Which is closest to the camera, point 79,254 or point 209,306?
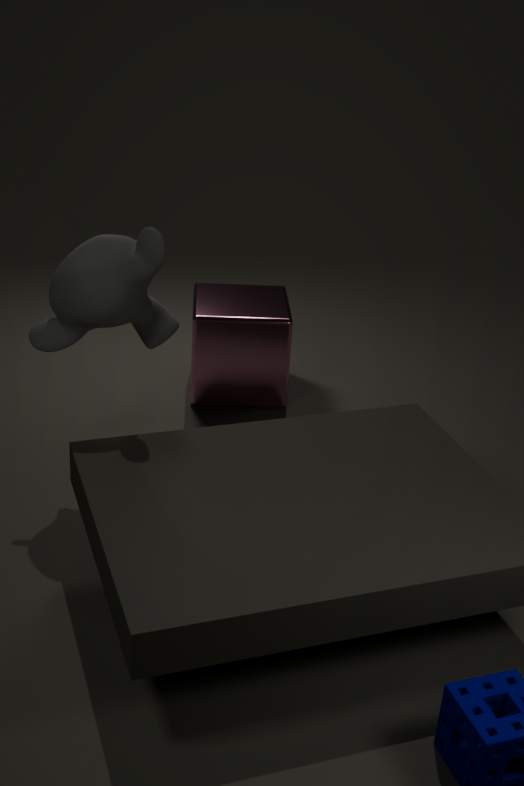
point 79,254
